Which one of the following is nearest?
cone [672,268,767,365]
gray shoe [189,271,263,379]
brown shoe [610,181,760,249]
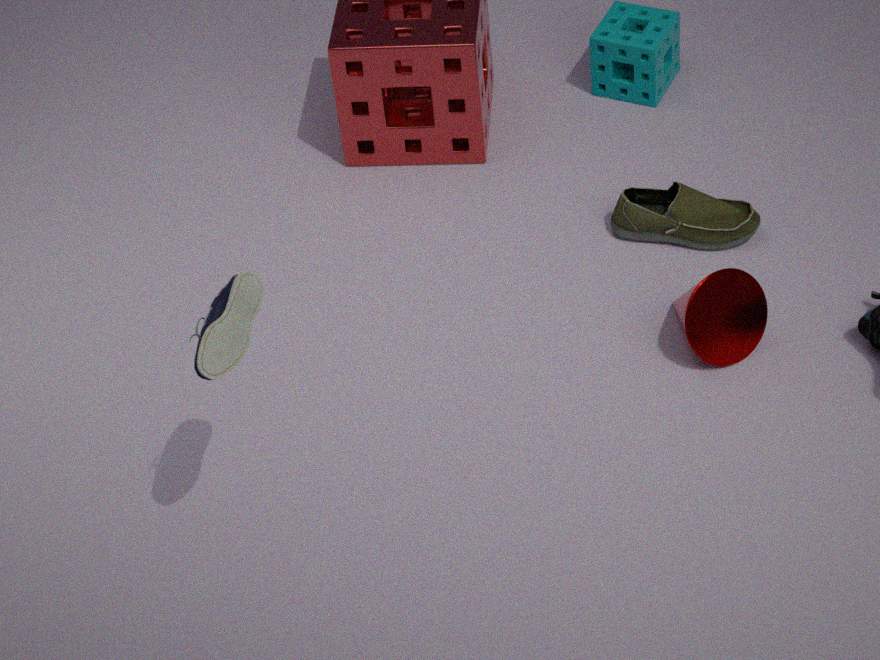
gray shoe [189,271,263,379]
